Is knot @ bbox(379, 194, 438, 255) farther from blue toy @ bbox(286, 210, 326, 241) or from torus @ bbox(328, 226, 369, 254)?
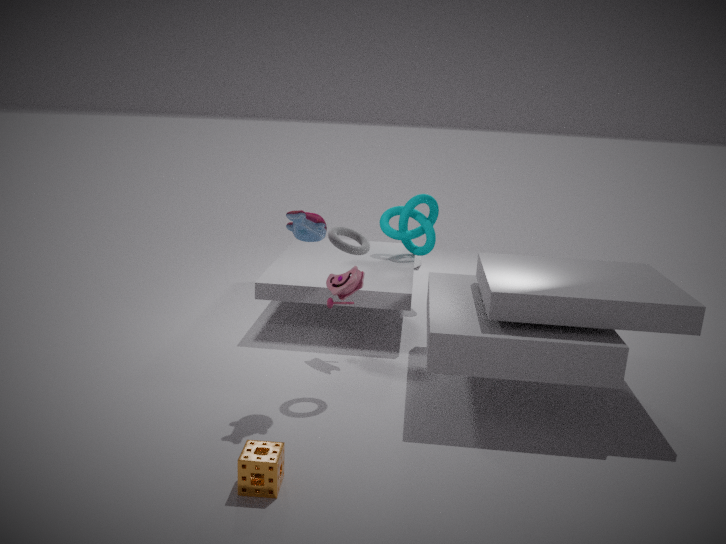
blue toy @ bbox(286, 210, 326, 241)
